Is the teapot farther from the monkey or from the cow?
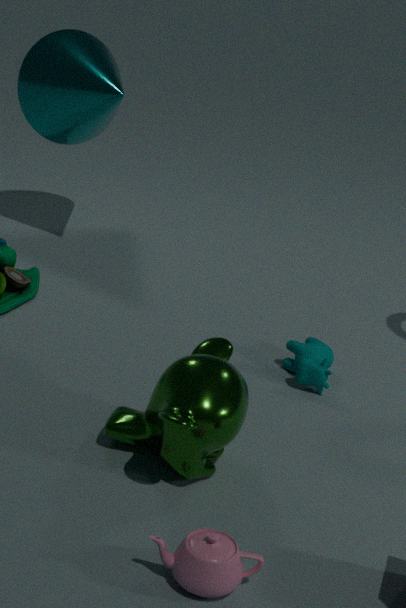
the cow
